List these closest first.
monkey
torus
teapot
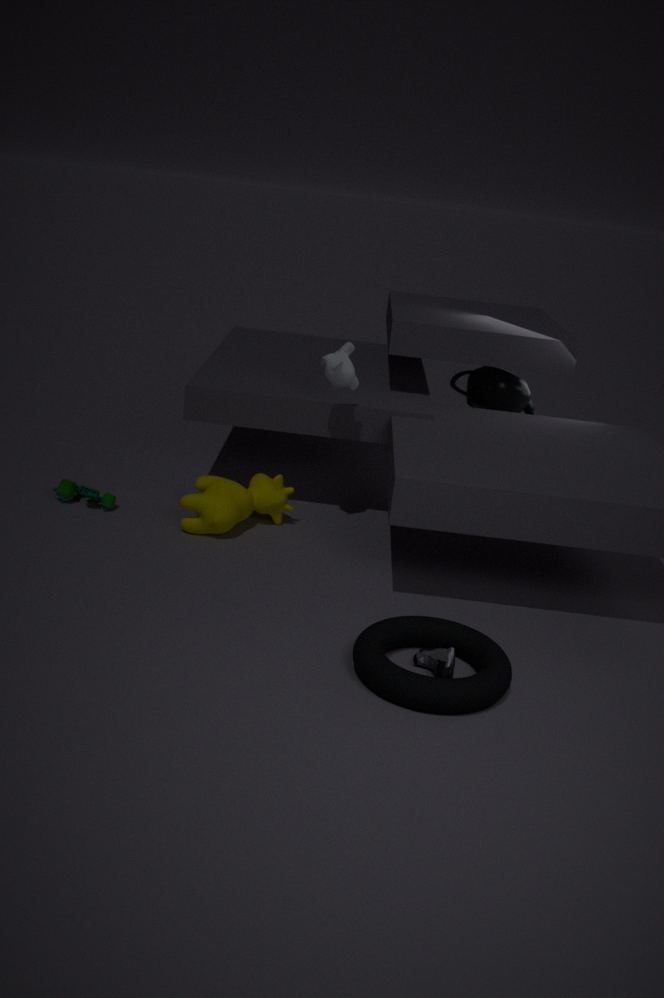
1. torus
2. monkey
3. teapot
